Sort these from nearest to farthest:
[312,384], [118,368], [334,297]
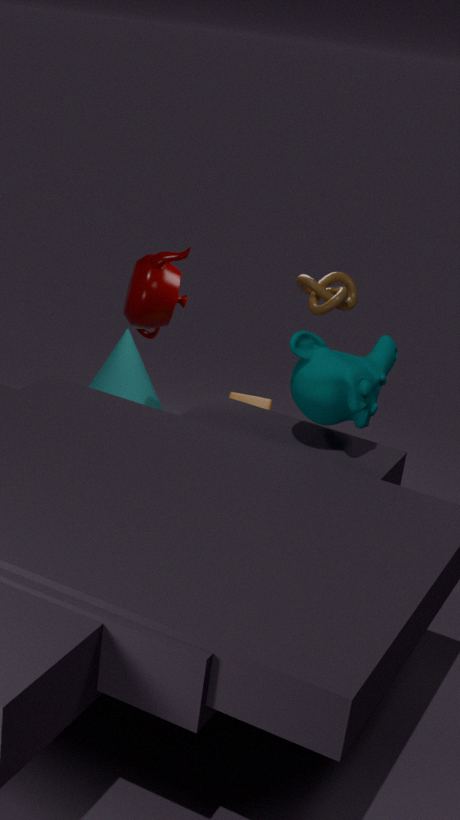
[312,384] → [334,297] → [118,368]
